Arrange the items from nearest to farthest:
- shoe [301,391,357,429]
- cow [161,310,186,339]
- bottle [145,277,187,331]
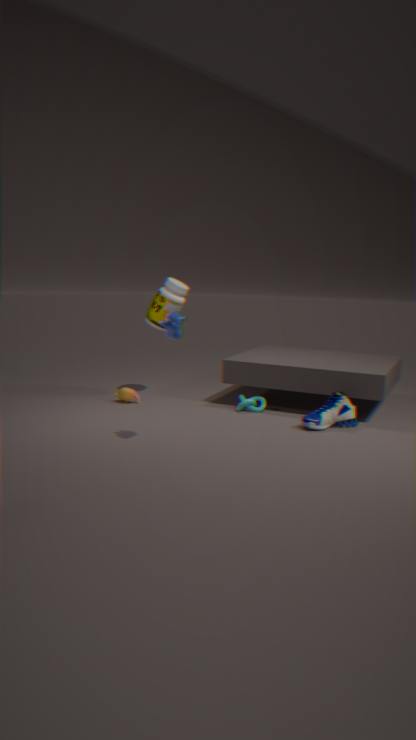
cow [161,310,186,339]
shoe [301,391,357,429]
bottle [145,277,187,331]
